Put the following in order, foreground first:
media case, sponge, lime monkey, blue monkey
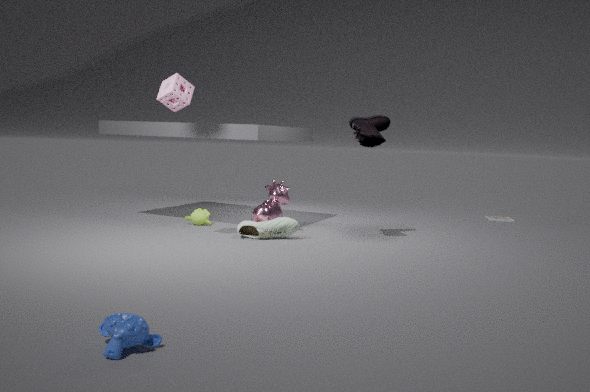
blue monkey < sponge < lime monkey < media case
